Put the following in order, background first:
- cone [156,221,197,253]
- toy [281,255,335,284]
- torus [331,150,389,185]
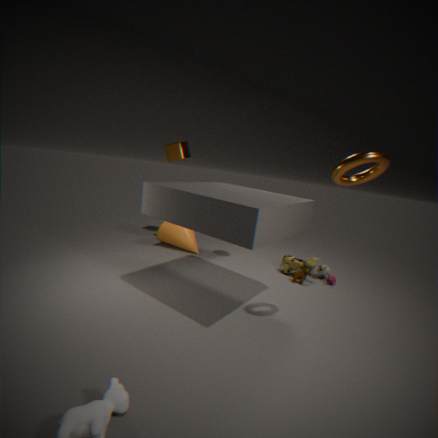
cone [156,221,197,253]
toy [281,255,335,284]
torus [331,150,389,185]
